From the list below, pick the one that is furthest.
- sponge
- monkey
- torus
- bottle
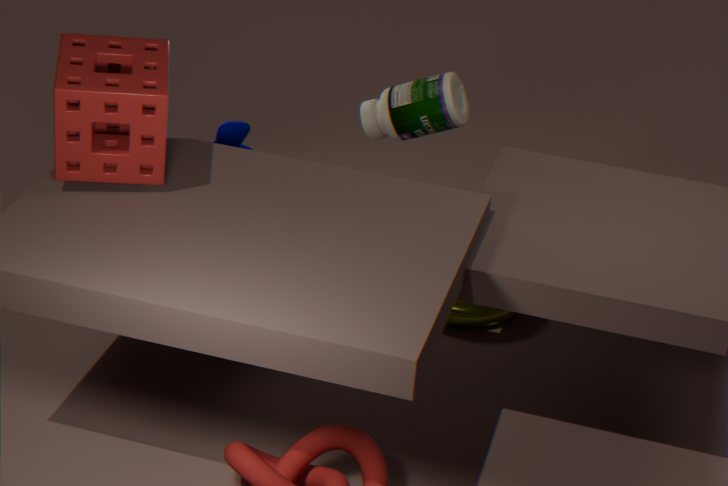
torus
